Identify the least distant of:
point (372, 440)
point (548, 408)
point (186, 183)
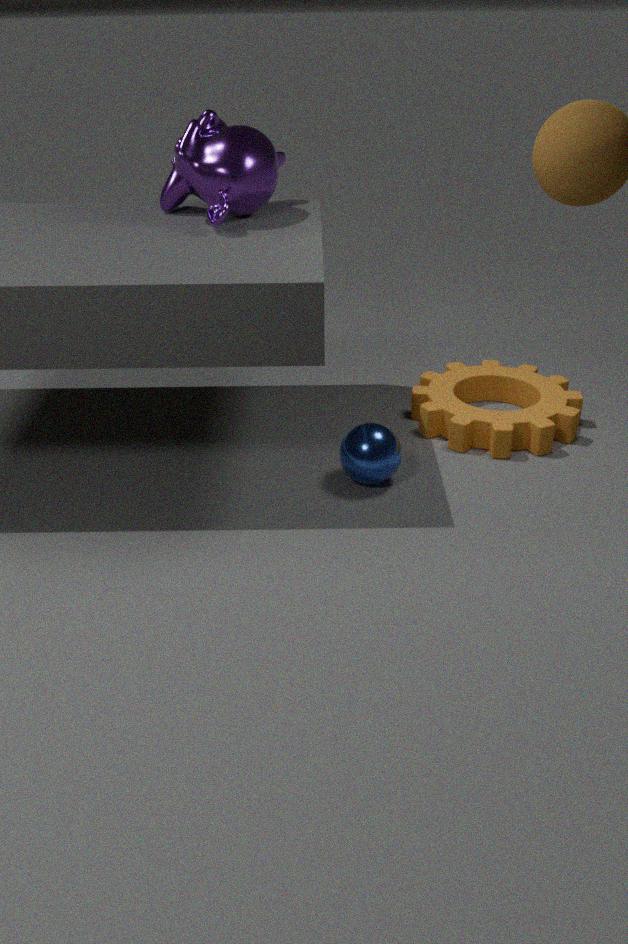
point (372, 440)
